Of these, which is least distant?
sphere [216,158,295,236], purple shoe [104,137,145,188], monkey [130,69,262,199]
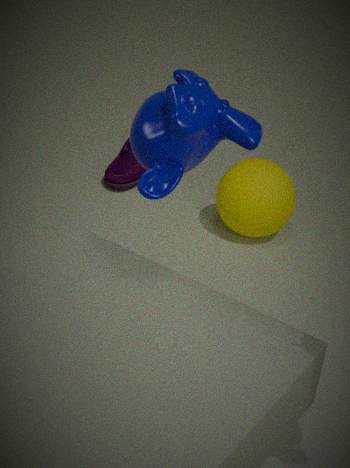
monkey [130,69,262,199]
